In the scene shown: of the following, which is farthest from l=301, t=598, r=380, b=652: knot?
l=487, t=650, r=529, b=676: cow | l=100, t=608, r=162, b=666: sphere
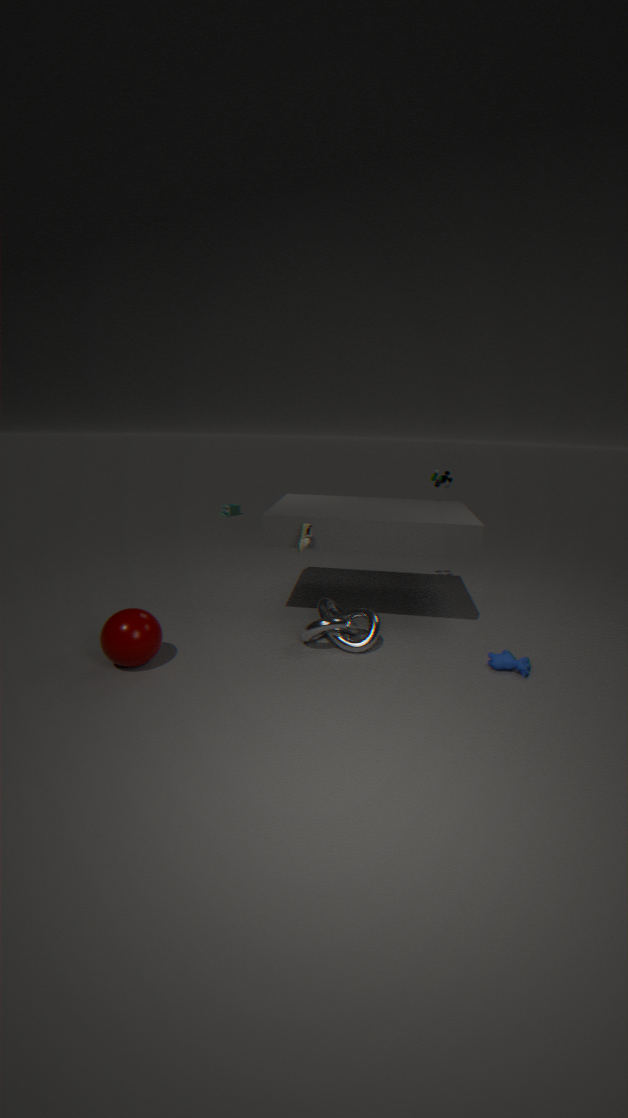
l=100, t=608, r=162, b=666: sphere
